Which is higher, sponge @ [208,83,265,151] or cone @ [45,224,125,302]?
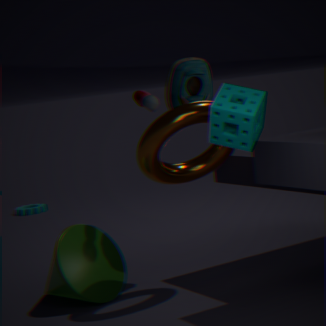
sponge @ [208,83,265,151]
